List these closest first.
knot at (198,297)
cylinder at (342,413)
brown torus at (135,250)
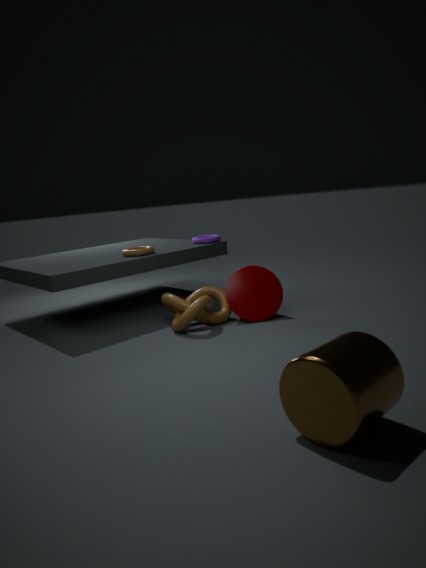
1. cylinder at (342,413)
2. knot at (198,297)
3. brown torus at (135,250)
